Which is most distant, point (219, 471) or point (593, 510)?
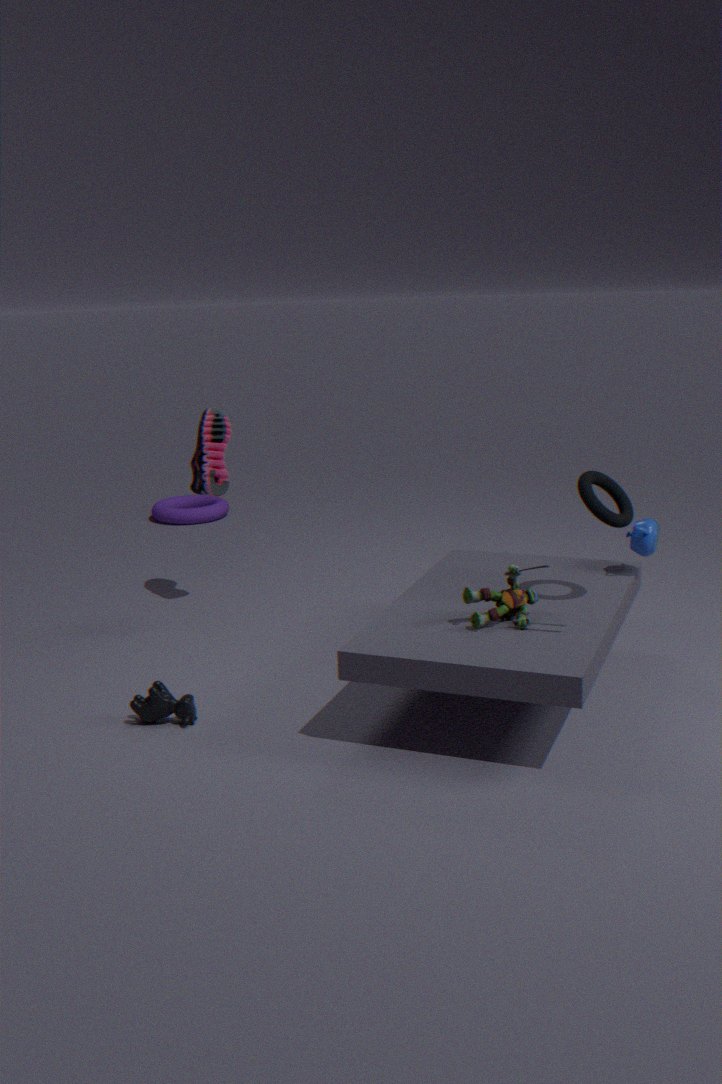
point (219, 471)
